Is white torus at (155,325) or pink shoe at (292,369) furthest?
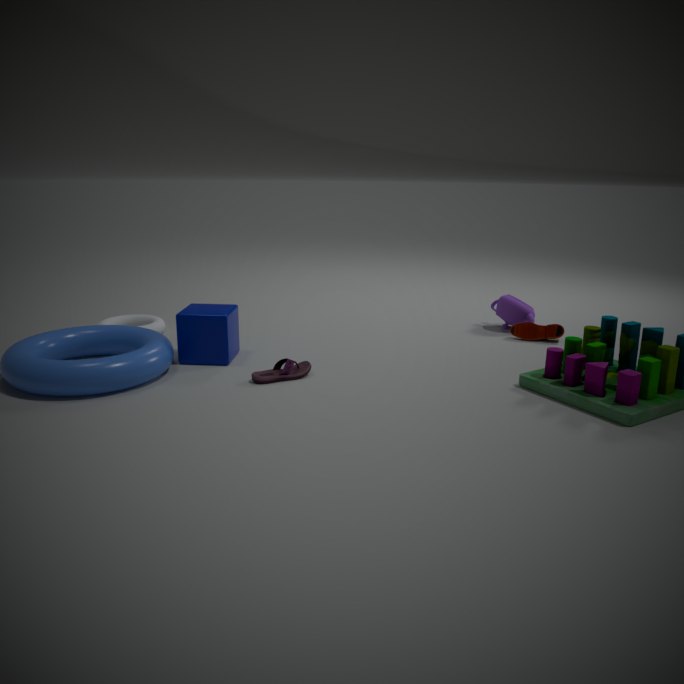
white torus at (155,325)
